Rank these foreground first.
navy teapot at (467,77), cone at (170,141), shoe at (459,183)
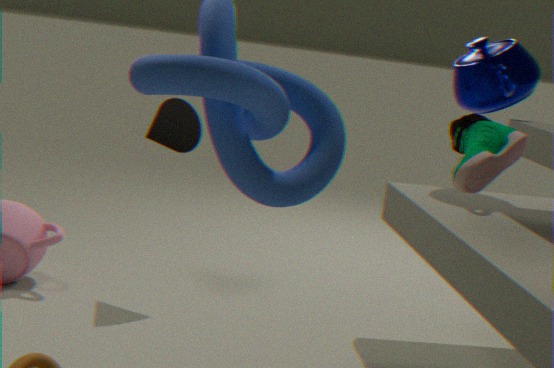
1. shoe at (459,183)
2. navy teapot at (467,77)
3. cone at (170,141)
